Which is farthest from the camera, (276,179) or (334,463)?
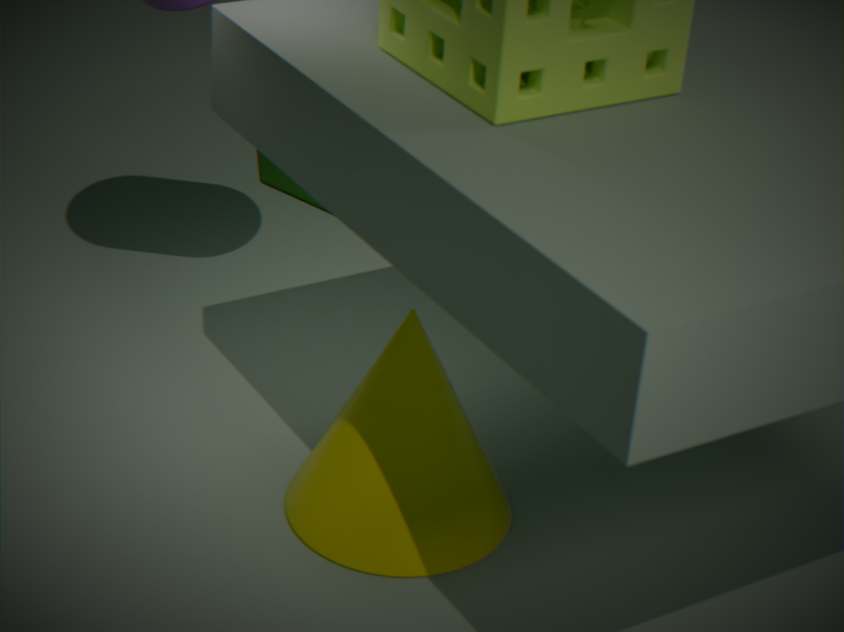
(276,179)
